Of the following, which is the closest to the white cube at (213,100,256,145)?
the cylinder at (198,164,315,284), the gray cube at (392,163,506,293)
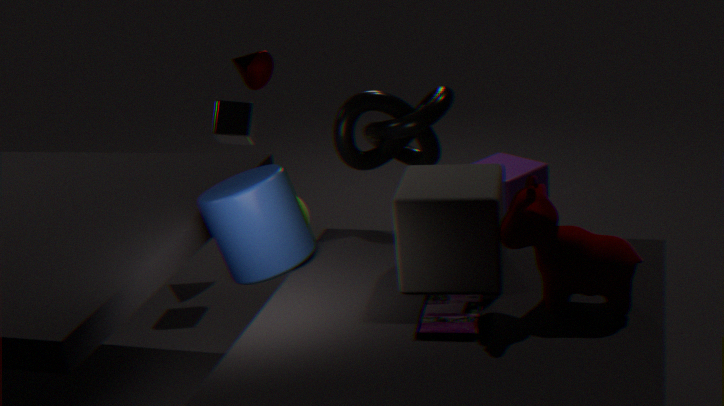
the cylinder at (198,164,315,284)
